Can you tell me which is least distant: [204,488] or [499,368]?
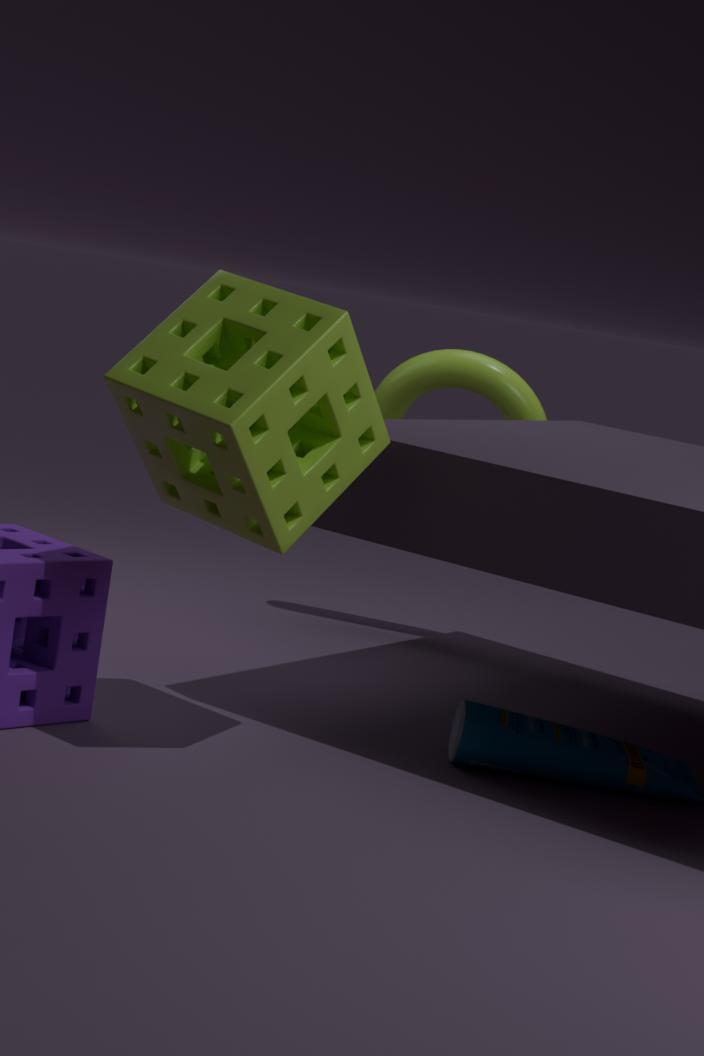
[204,488]
